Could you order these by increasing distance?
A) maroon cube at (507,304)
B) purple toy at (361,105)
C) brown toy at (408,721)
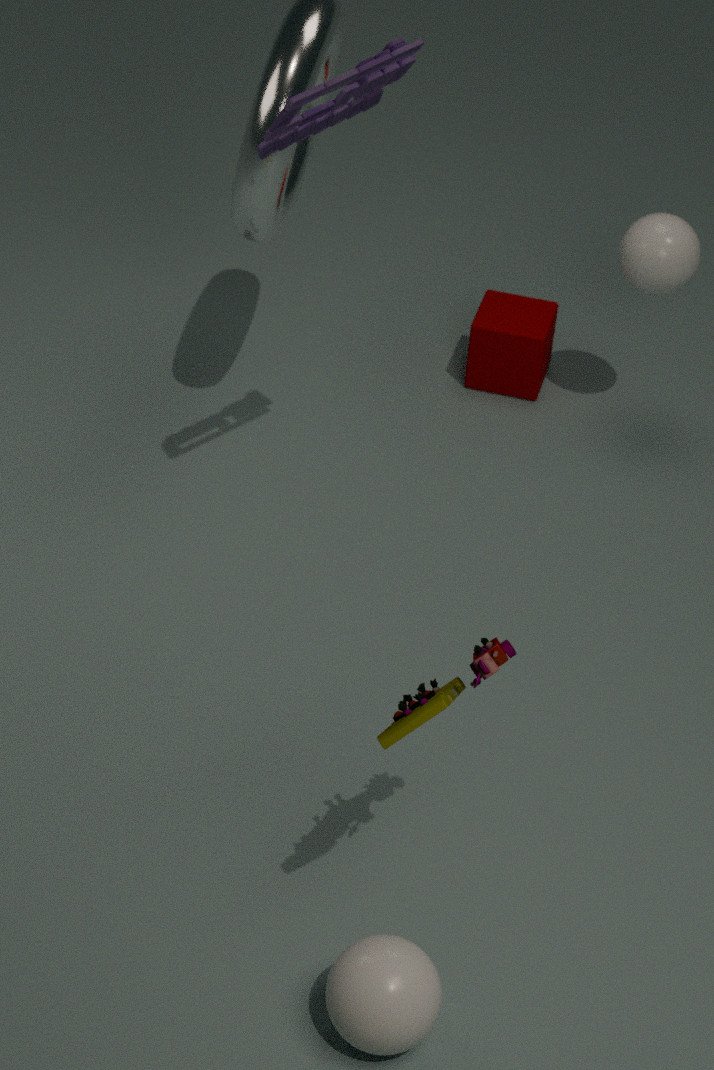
C. brown toy at (408,721)
B. purple toy at (361,105)
A. maroon cube at (507,304)
